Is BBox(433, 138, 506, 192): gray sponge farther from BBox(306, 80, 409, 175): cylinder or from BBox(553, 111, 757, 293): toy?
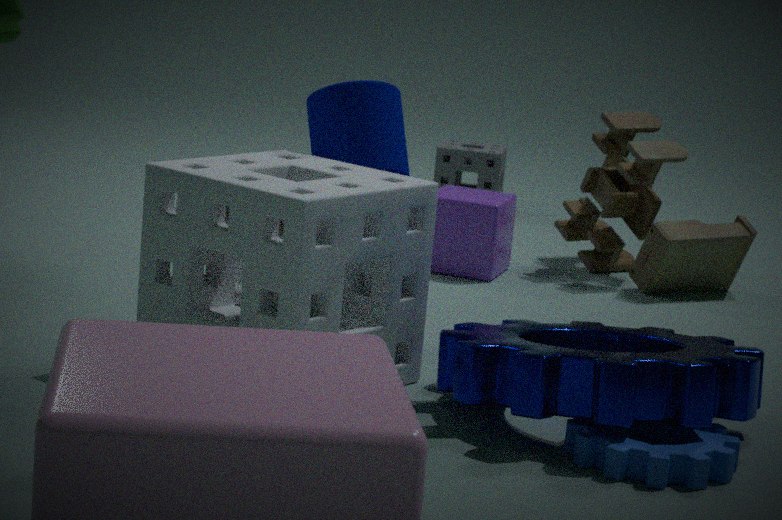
BBox(306, 80, 409, 175): cylinder
